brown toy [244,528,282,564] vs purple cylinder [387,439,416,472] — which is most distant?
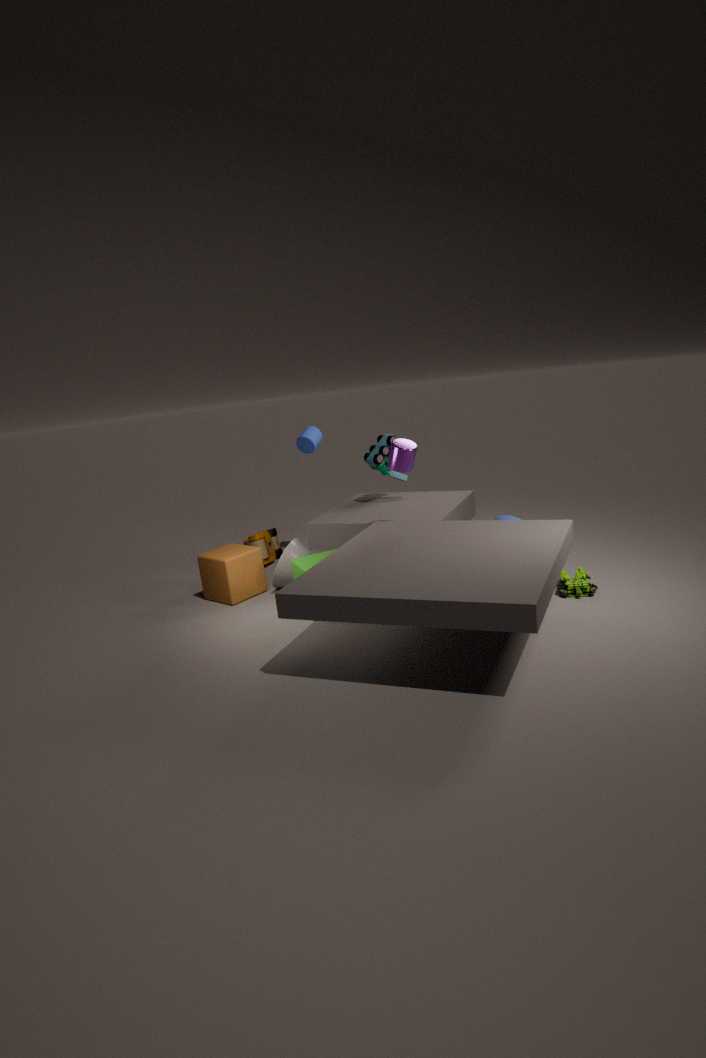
brown toy [244,528,282,564]
